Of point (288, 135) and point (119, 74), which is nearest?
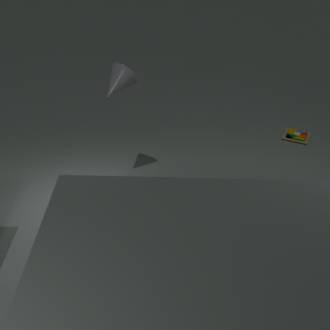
point (119, 74)
